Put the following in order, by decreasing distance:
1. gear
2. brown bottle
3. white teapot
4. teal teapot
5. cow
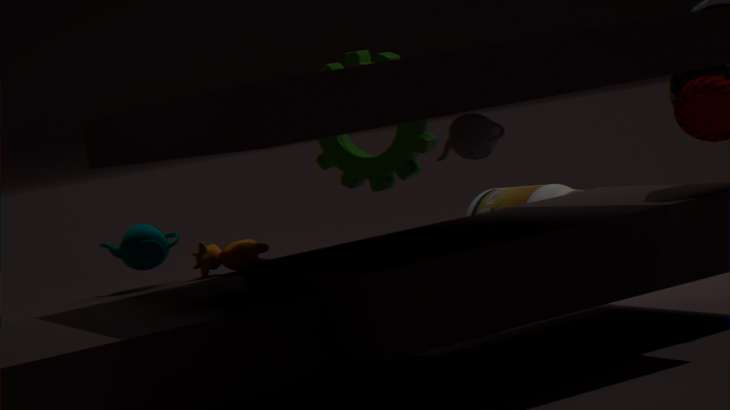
brown bottle → gear → teal teapot → cow → white teapot
